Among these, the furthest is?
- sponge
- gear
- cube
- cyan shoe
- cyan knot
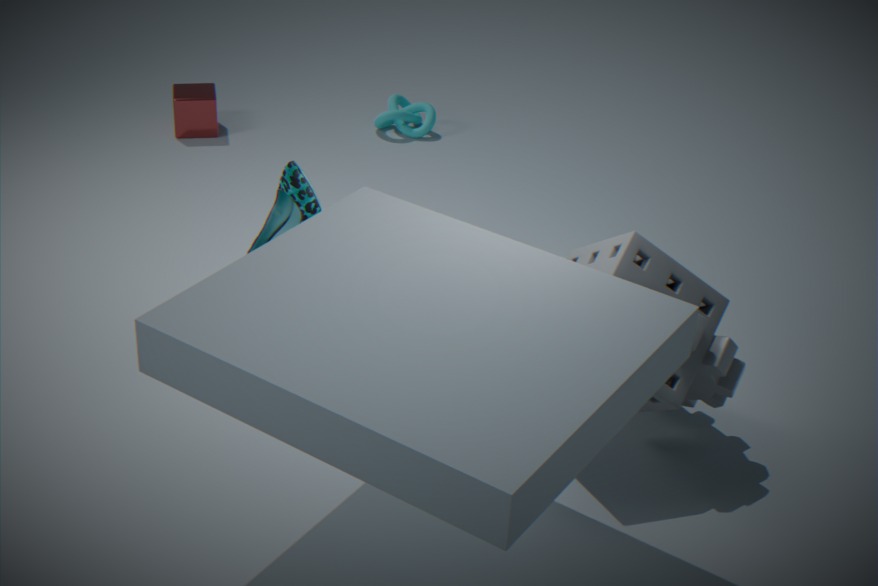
cyan knot
